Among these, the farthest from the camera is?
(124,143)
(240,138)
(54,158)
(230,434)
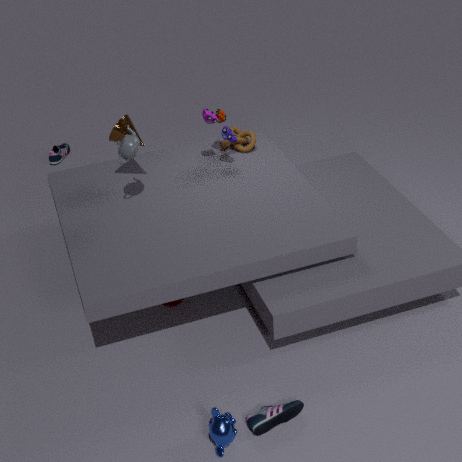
(54,158)
